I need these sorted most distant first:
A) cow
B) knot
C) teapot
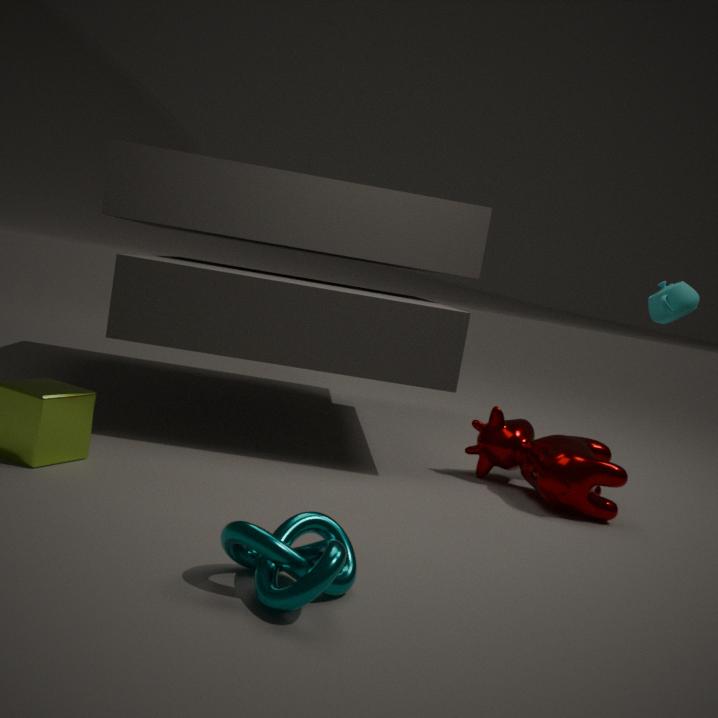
C. teapot < A. cow < B. knot
